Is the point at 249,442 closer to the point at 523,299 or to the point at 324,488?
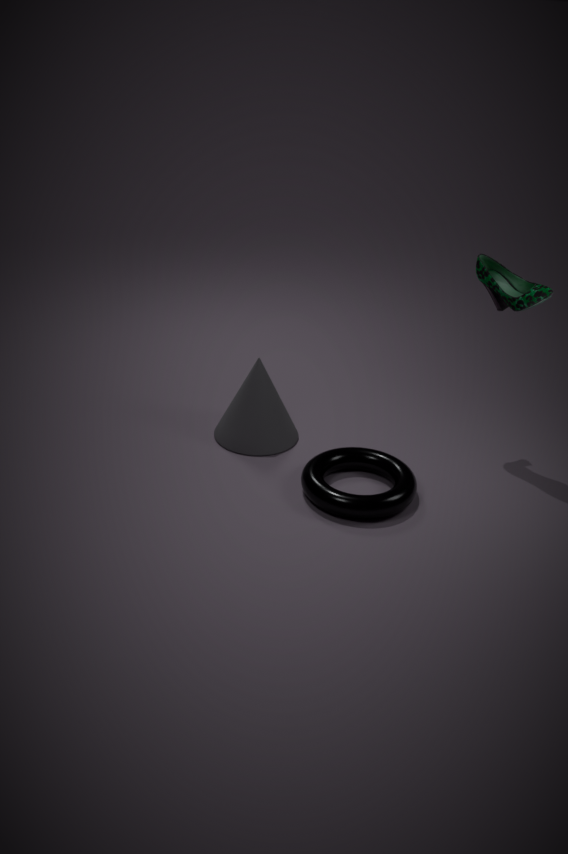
the point at 324,488
